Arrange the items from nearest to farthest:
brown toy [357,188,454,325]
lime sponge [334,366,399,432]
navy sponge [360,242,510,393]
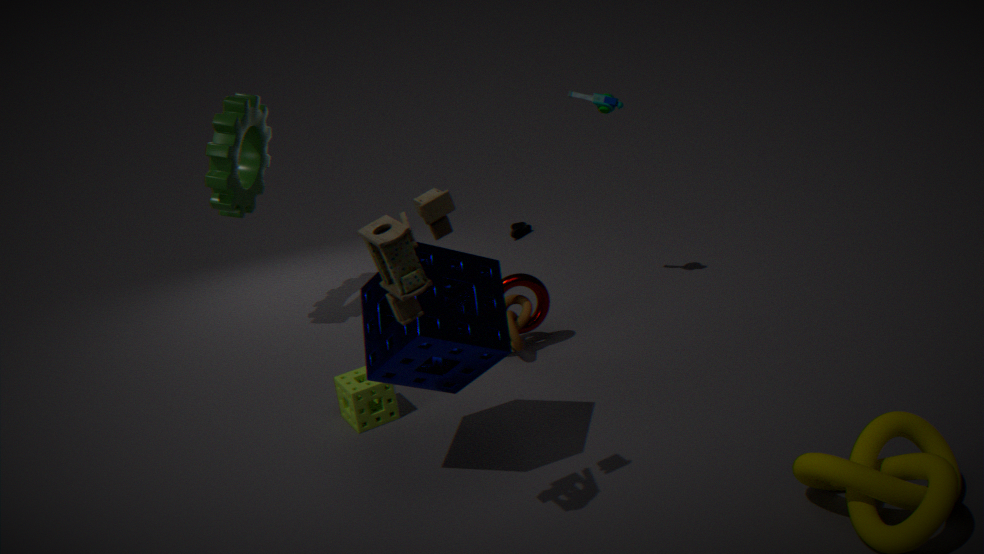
brown toy [357,188,454,325], navy sponge [360,242,510,393], lime sponge [334,366,399,432]
